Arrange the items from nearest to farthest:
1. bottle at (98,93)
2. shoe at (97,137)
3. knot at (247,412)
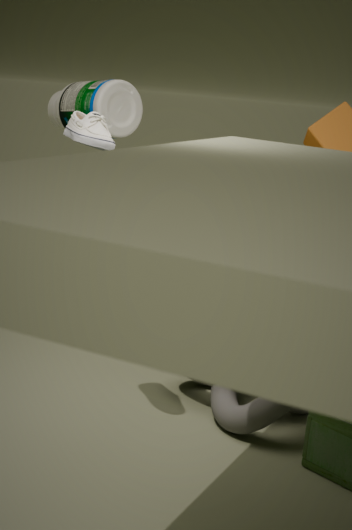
1. shoe at (97,137)
2. knot at (247,412)
3. bottle at (98,93)
